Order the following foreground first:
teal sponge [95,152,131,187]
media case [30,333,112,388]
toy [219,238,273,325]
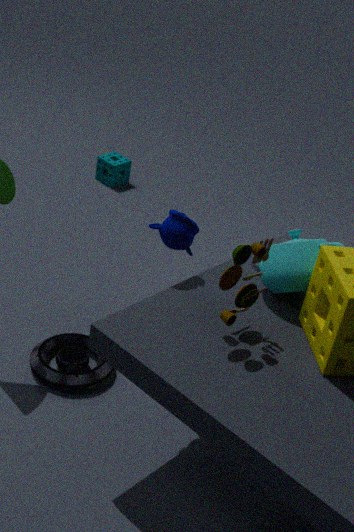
toy [219,238,273,325], media case [30,333,112,388], teal sponge [95,152,131,187]
